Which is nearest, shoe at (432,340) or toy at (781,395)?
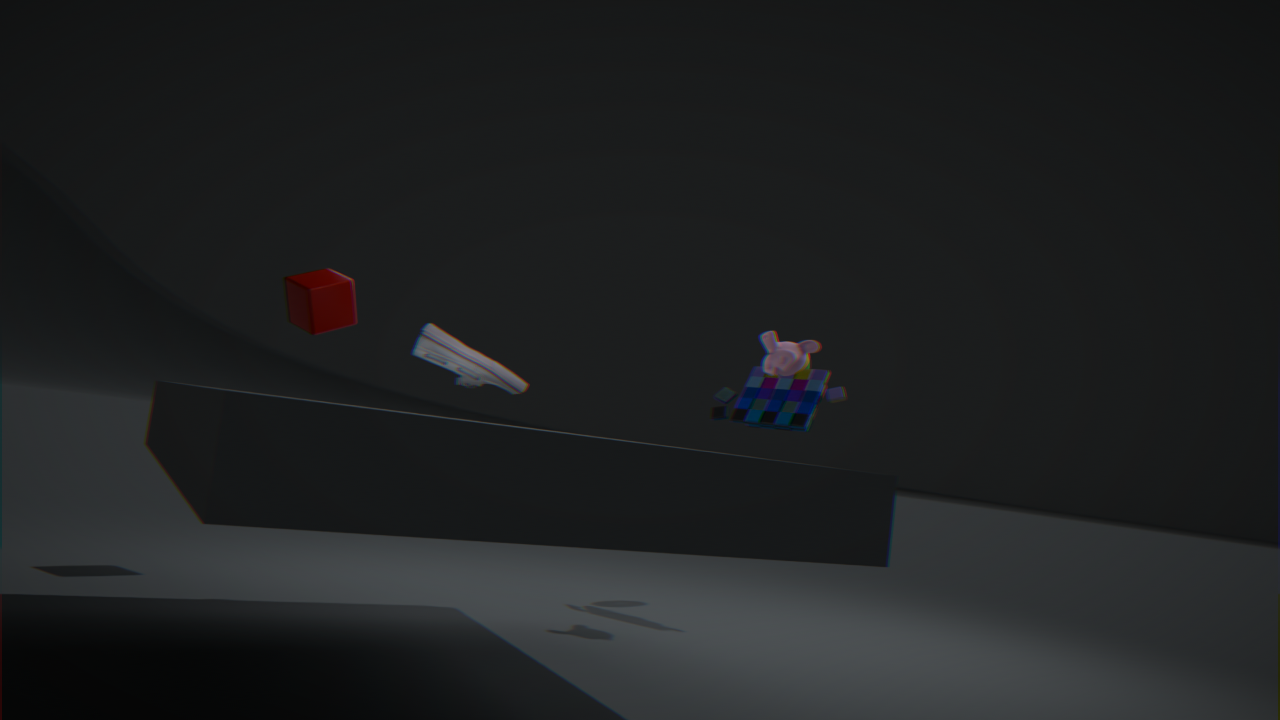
shoe at (432,340)
